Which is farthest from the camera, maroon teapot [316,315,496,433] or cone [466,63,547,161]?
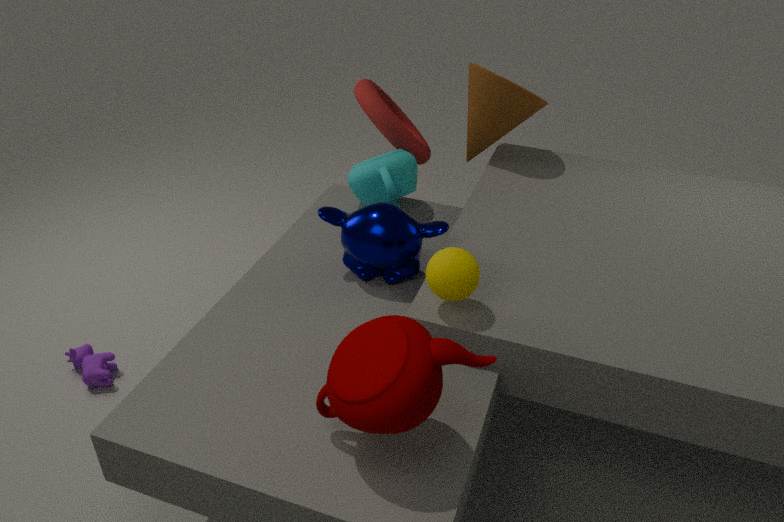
cone [466,63,547,161]
